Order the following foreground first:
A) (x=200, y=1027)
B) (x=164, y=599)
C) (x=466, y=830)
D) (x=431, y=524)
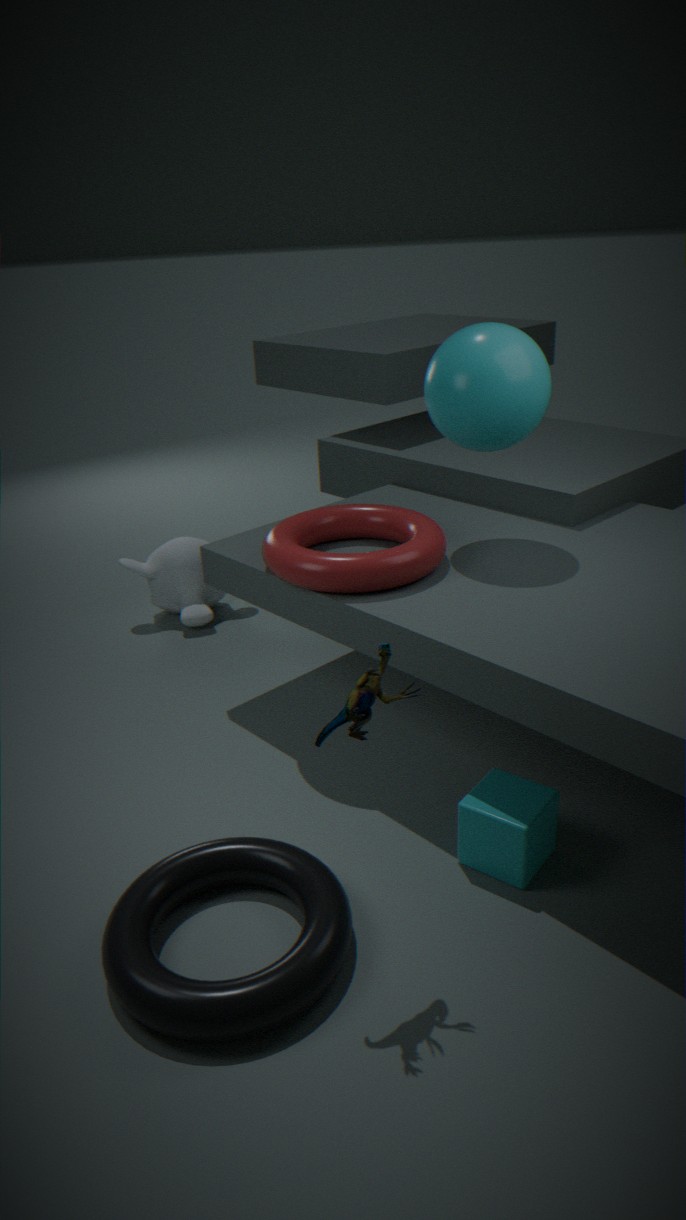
(x=200, y=1027), (x=466, y=830), (x=431, y=524), (x=164, y=599)
